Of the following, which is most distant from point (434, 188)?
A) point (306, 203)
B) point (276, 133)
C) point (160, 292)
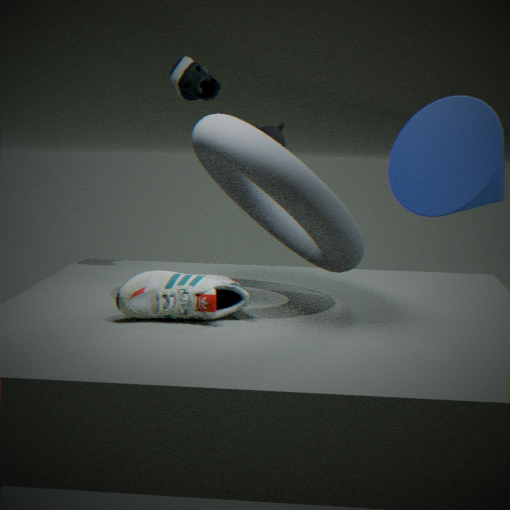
point (160, 292)
